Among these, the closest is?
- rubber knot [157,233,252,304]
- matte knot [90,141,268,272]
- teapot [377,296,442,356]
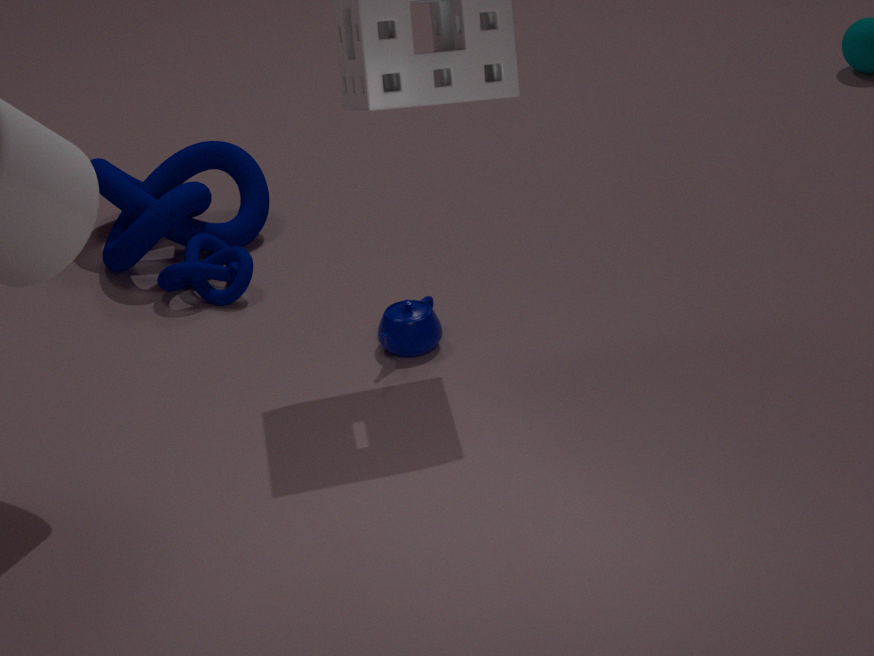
teapot [377,296,442,356]
